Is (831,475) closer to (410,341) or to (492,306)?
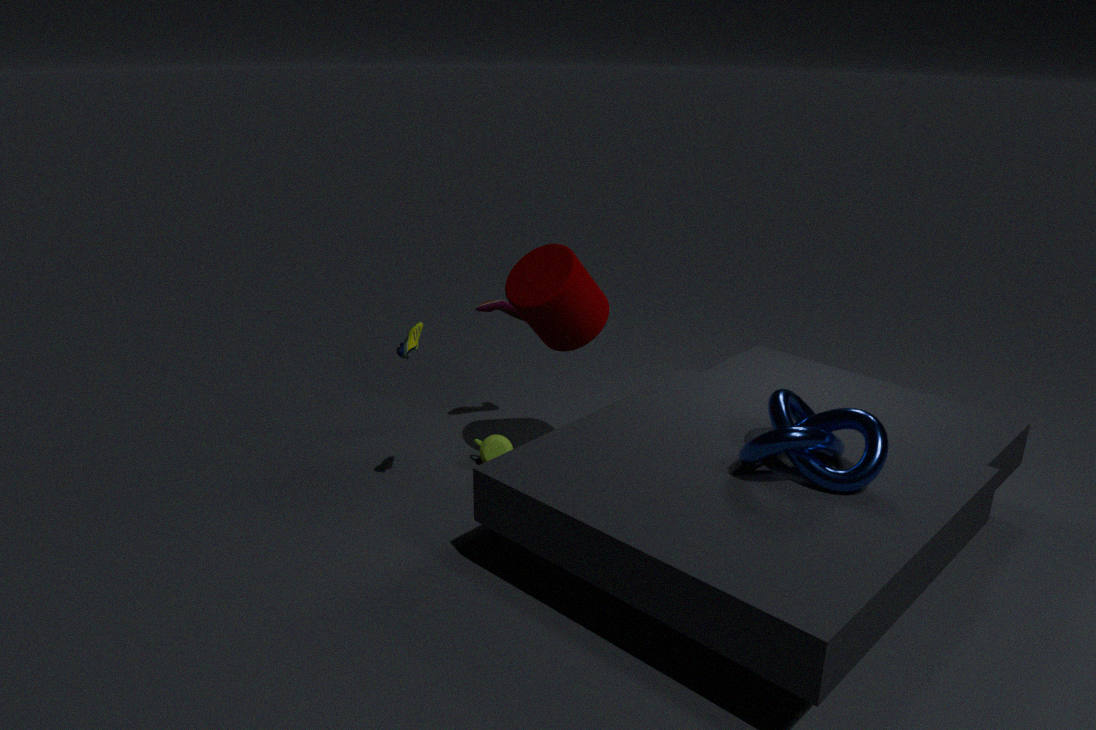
(410,341)
